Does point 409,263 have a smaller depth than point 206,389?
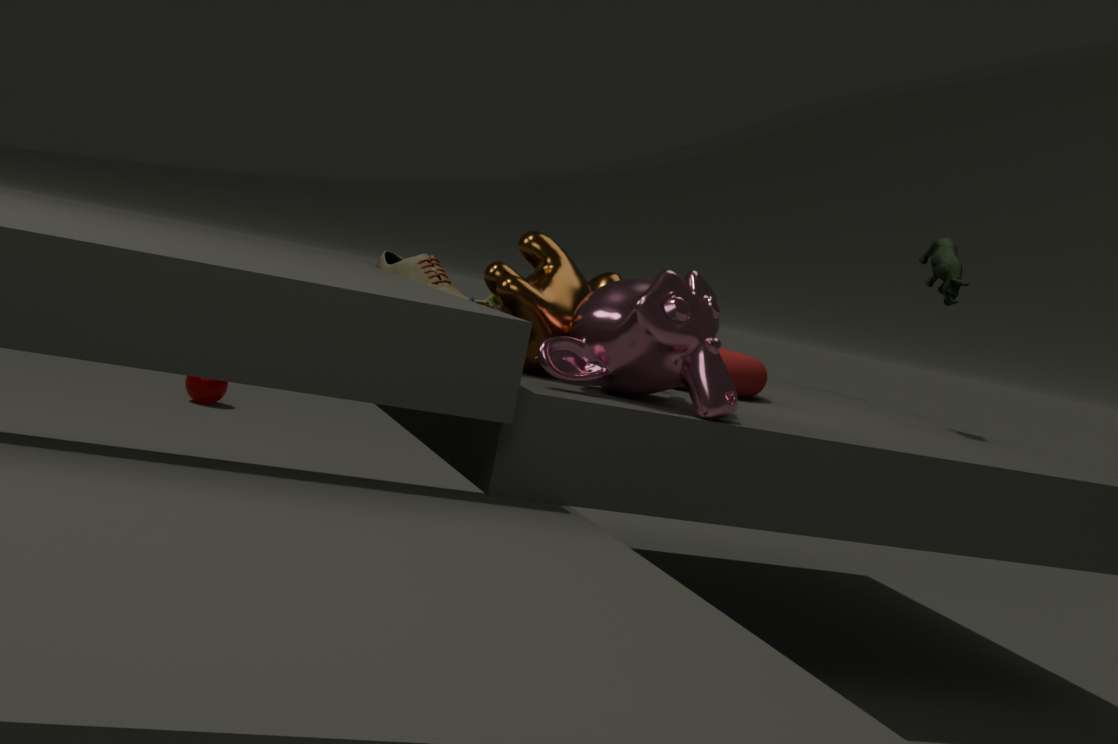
Yes
